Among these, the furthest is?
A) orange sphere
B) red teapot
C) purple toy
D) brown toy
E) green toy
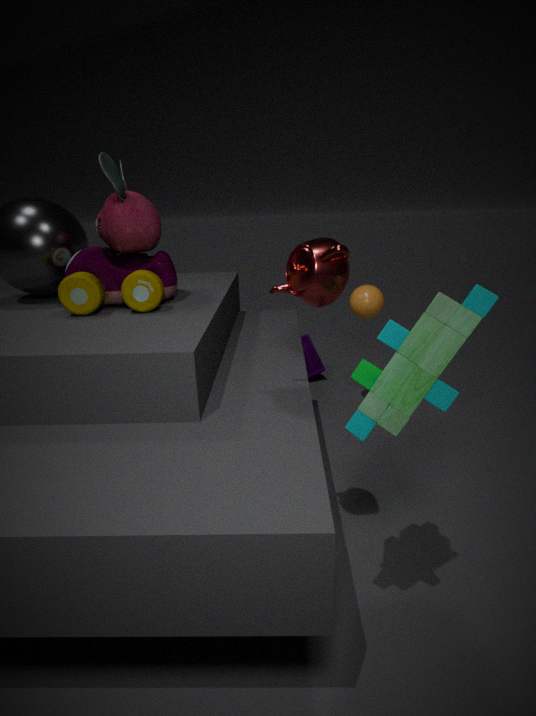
purple toy
